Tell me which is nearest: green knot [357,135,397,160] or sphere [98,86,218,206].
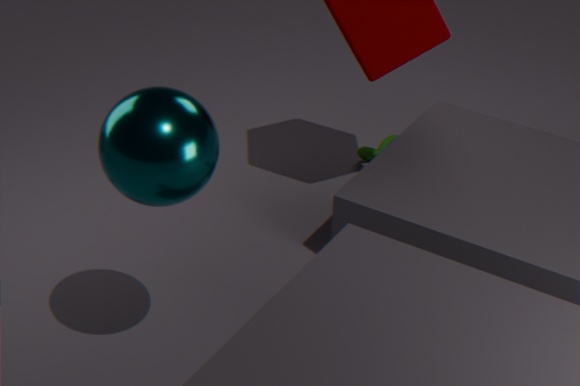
sphere [98,86,218,206]
